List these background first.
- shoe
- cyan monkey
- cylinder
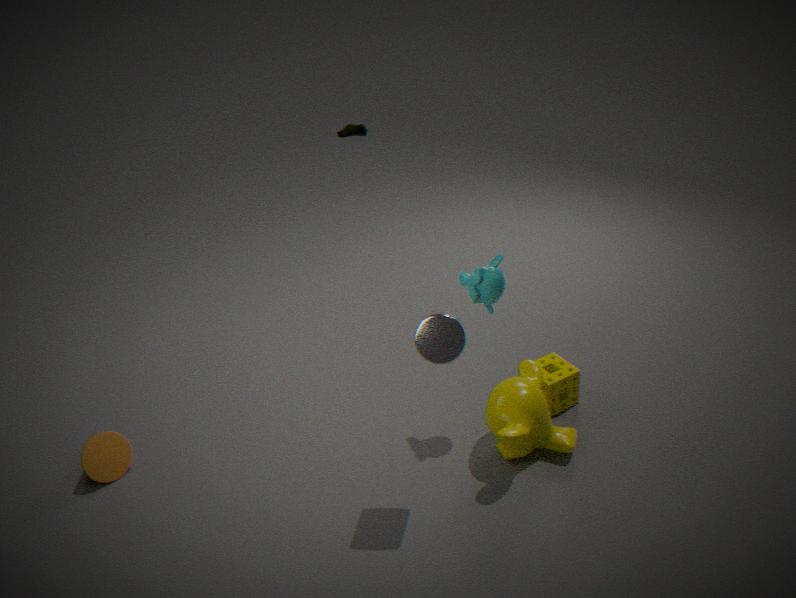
shoe → cyan monkey → cylinder
